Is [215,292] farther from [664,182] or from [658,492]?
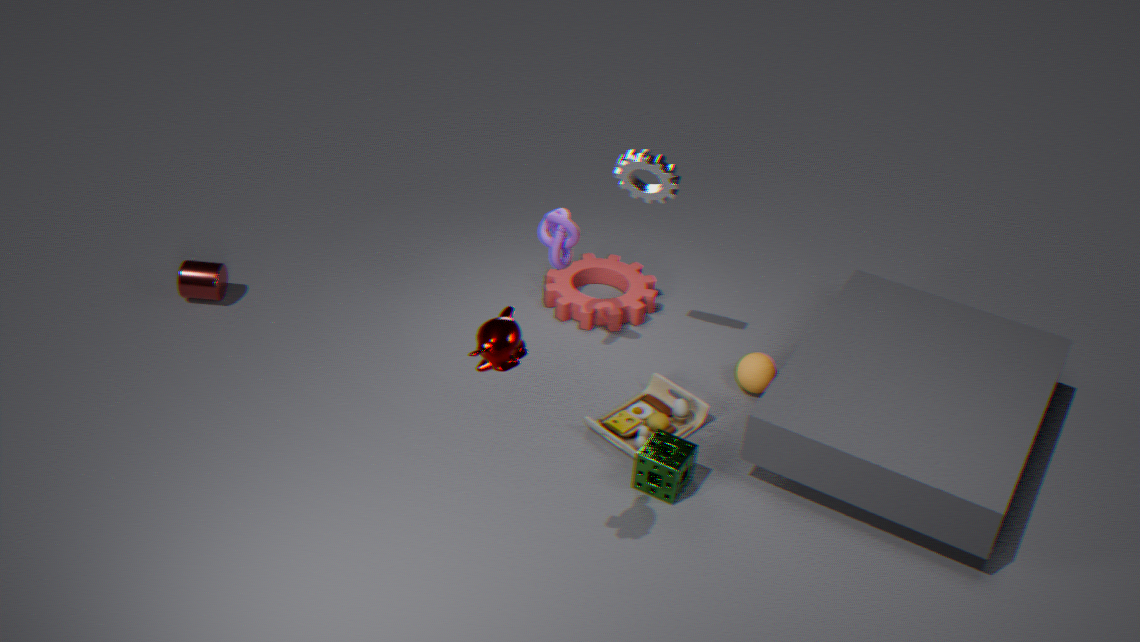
[658,492]
